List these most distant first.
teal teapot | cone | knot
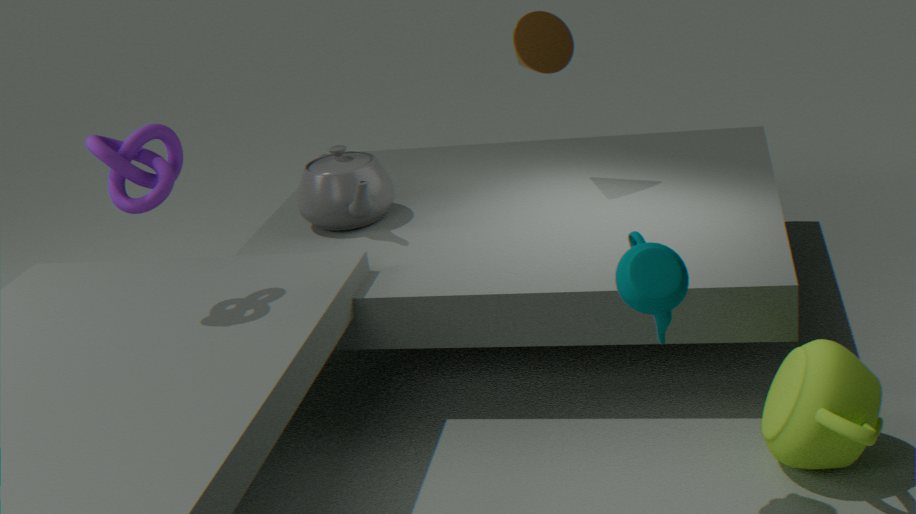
cone
knot
teal teapot
